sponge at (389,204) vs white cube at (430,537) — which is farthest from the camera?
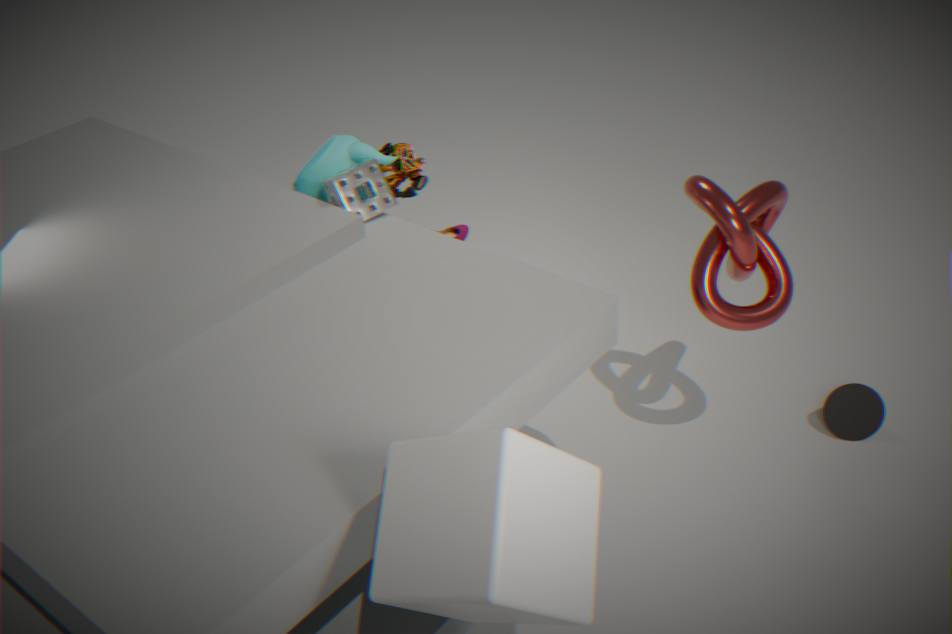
sponge at (389,204)
